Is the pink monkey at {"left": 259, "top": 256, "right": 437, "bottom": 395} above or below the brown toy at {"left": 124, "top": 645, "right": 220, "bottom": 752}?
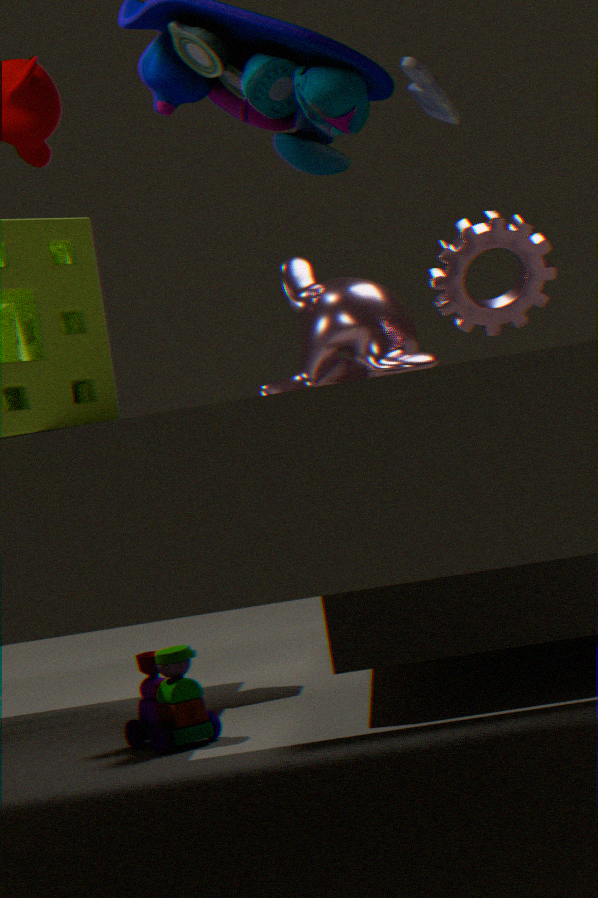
above
